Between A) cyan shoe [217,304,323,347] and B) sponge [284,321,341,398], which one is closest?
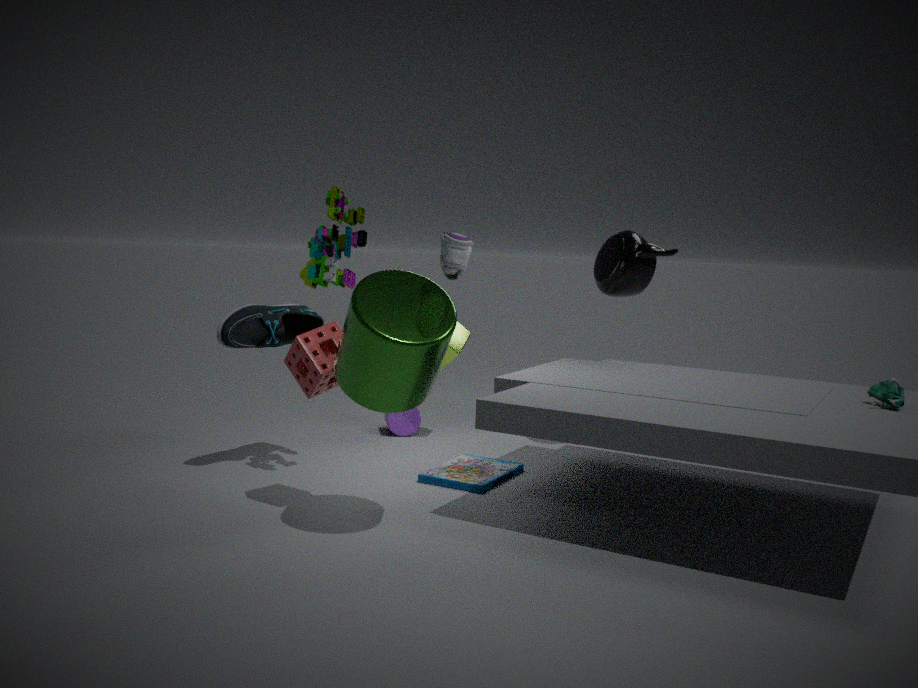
B. sponge [284,321,341,398]
